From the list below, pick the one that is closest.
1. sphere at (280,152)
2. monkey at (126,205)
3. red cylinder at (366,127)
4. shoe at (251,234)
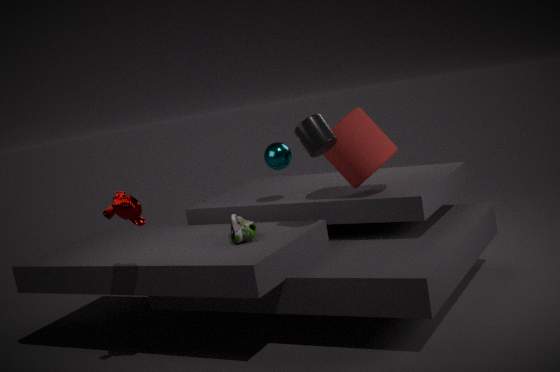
monkey at (126,205)
